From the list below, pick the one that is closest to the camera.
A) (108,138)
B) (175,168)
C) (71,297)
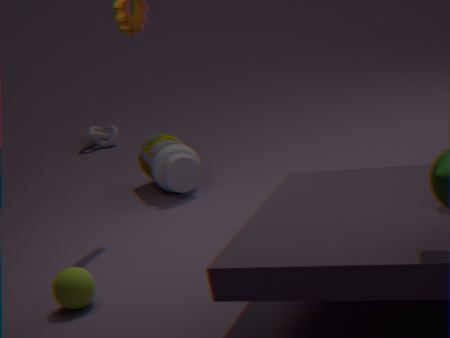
(71,297)
